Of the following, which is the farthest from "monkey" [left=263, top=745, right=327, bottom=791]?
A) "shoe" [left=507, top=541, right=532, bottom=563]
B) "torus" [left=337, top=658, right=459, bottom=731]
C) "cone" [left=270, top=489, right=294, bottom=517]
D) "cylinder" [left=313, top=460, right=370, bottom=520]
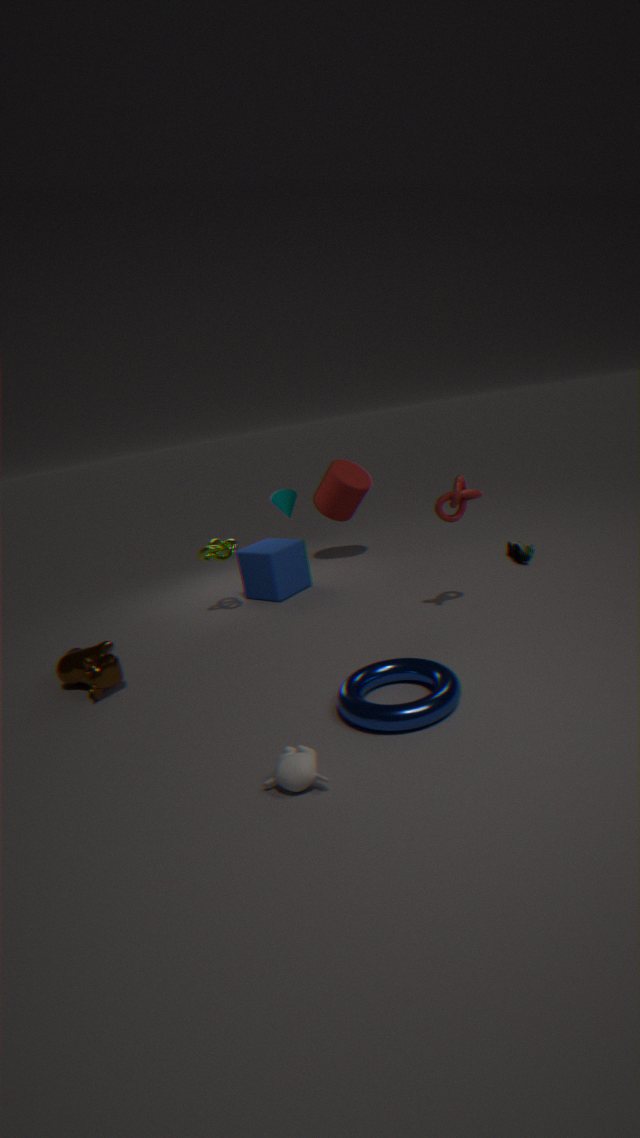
"cone" [left=270, top=489, right=294, bottom=517]
